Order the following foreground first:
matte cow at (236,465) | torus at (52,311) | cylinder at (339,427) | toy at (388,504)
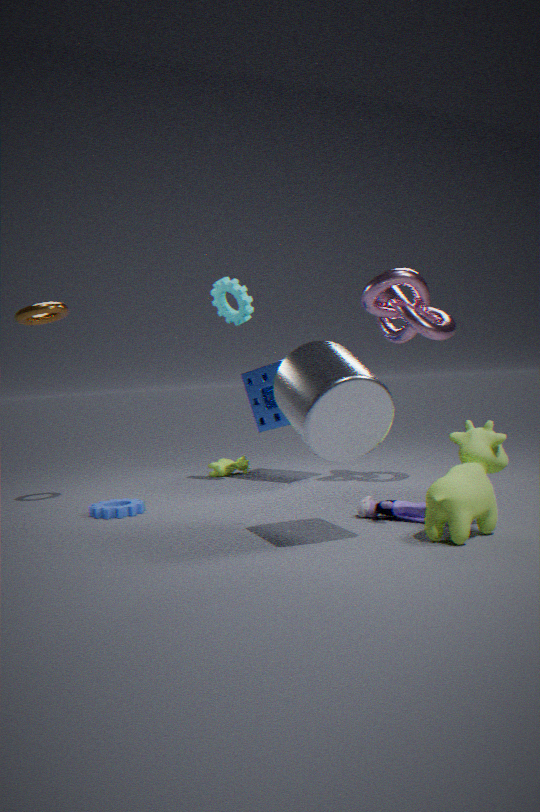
cylinder at (339,427) < toy at (388,504) < torus at (52,311) < matte cow at (236,465)
